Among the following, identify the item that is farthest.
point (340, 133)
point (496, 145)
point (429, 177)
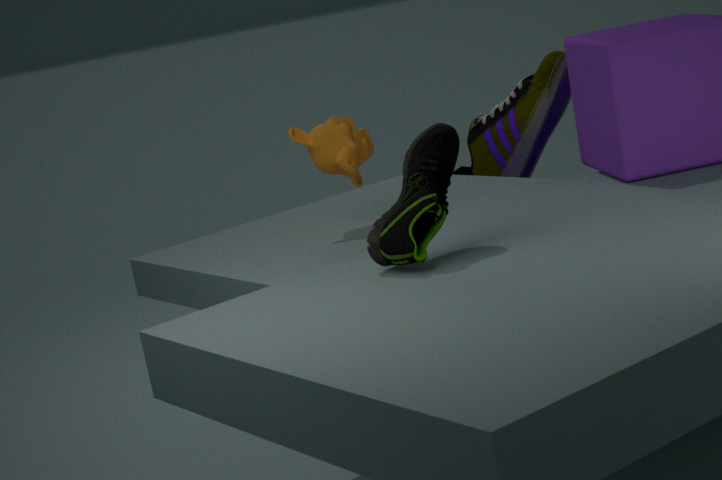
point (496, 145)
